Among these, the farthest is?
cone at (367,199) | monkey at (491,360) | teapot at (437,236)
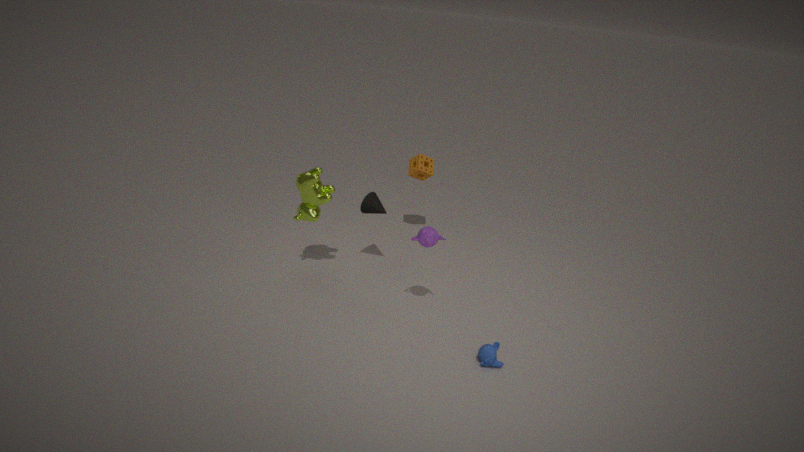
cone at (367,199)
